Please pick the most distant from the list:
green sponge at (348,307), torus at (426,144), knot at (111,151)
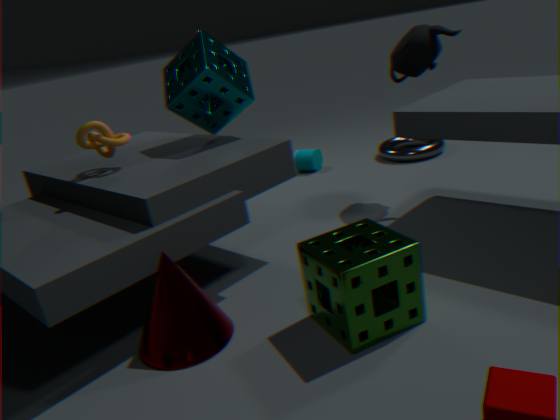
torus at (426,144)
